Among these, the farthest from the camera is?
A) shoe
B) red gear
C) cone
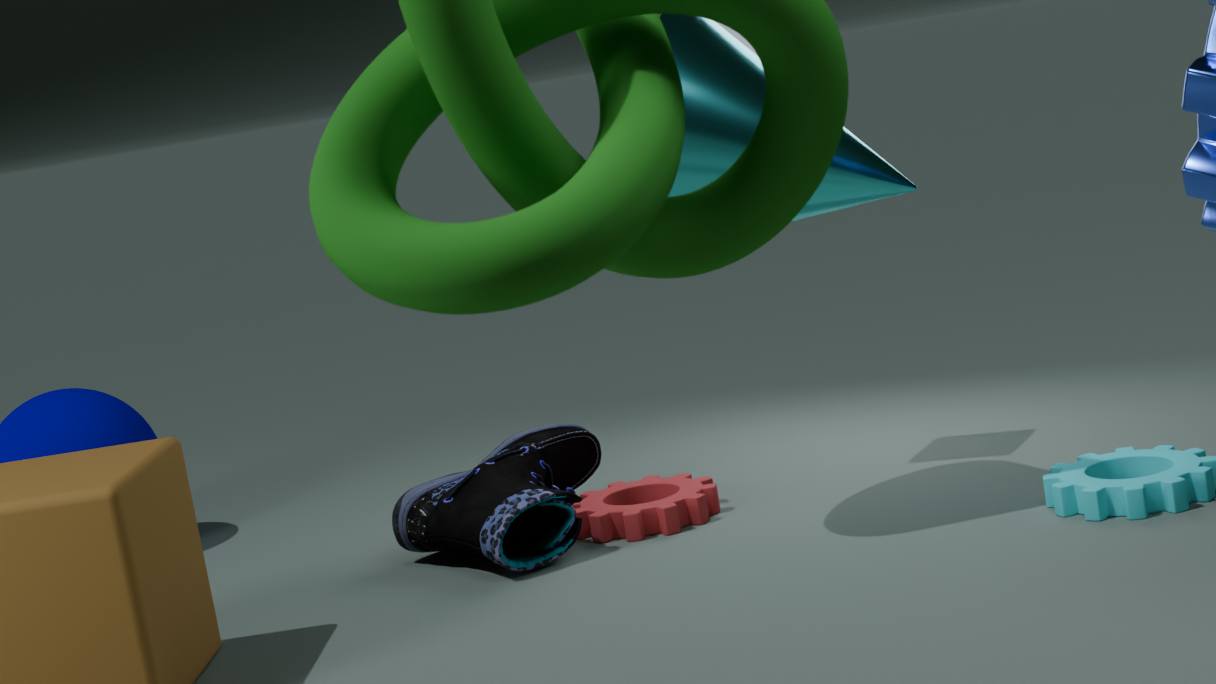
red gear
